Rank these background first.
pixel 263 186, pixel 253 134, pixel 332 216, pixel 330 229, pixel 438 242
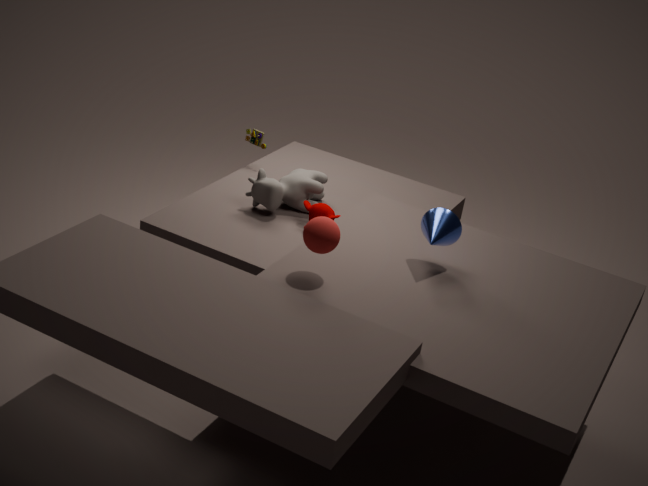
pixel 253 134
pixel 263 186
pixel 332 216
pixel 438 242
pixel 330 229
